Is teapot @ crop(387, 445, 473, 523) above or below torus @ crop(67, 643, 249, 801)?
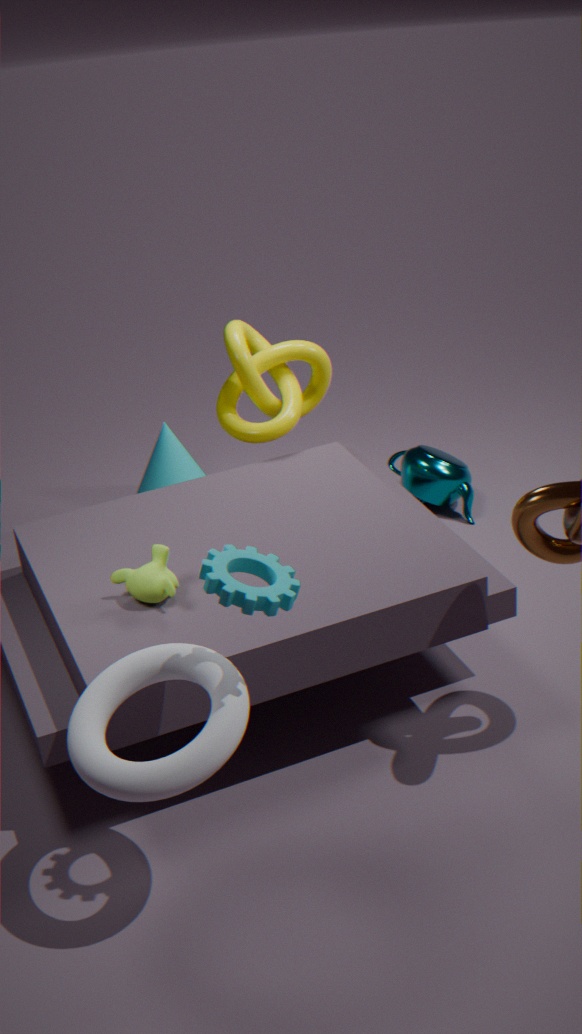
below
